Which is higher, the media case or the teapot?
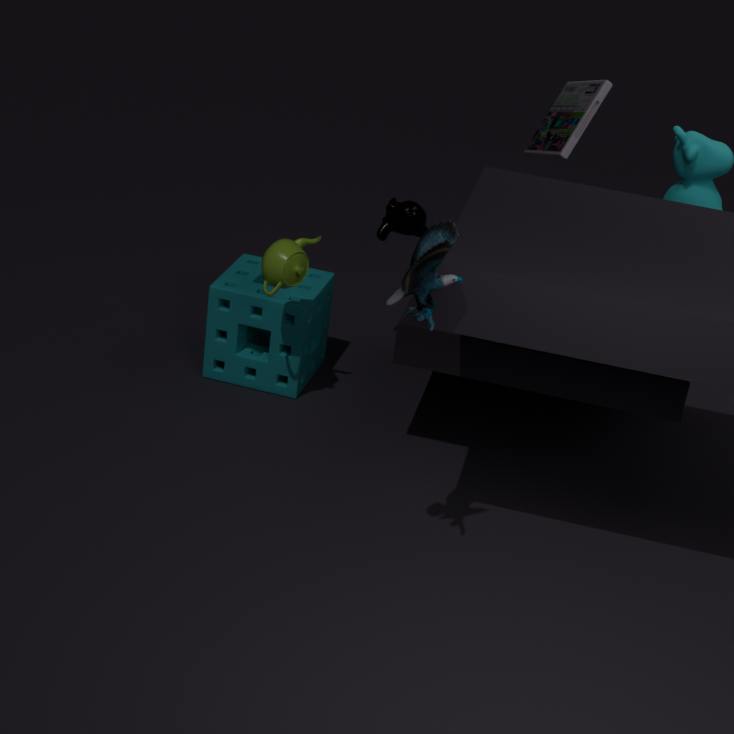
the media case
